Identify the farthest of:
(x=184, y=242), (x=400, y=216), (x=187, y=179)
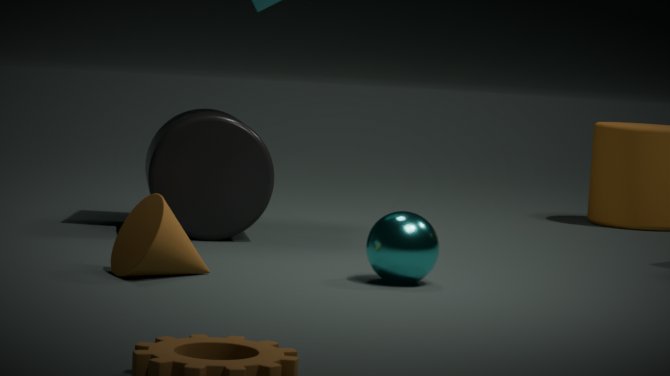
(x=187, y=179)
